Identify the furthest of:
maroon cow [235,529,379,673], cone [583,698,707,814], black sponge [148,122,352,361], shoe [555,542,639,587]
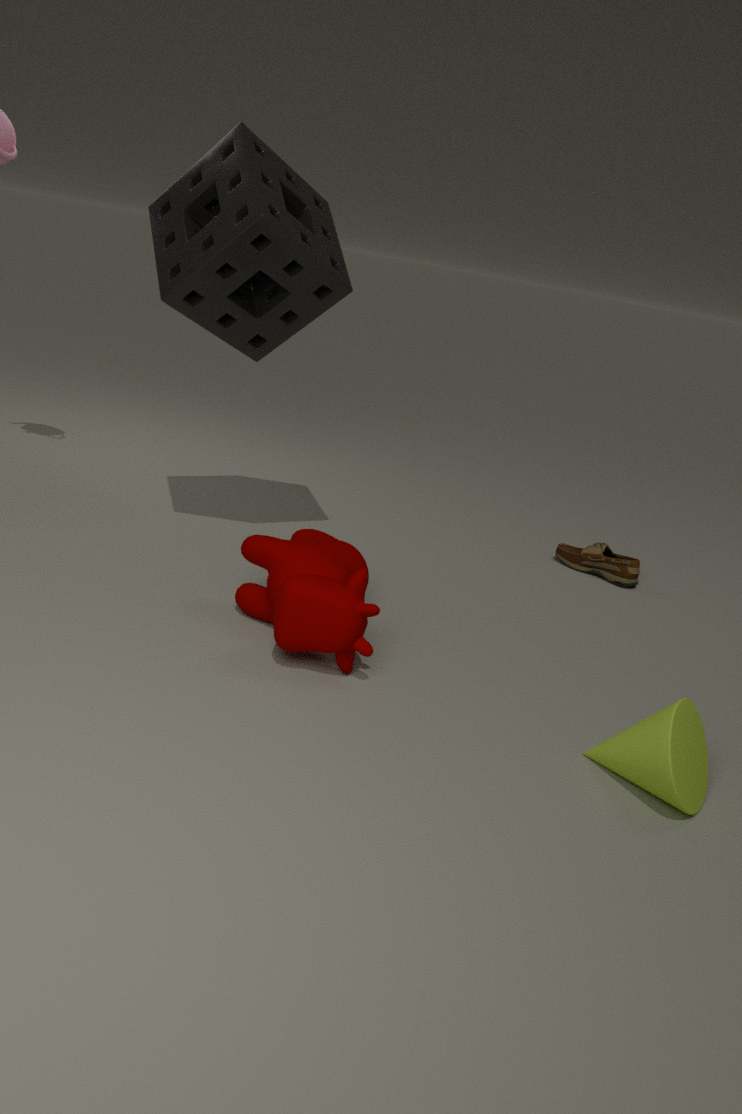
shoe [555,542,639,587]
